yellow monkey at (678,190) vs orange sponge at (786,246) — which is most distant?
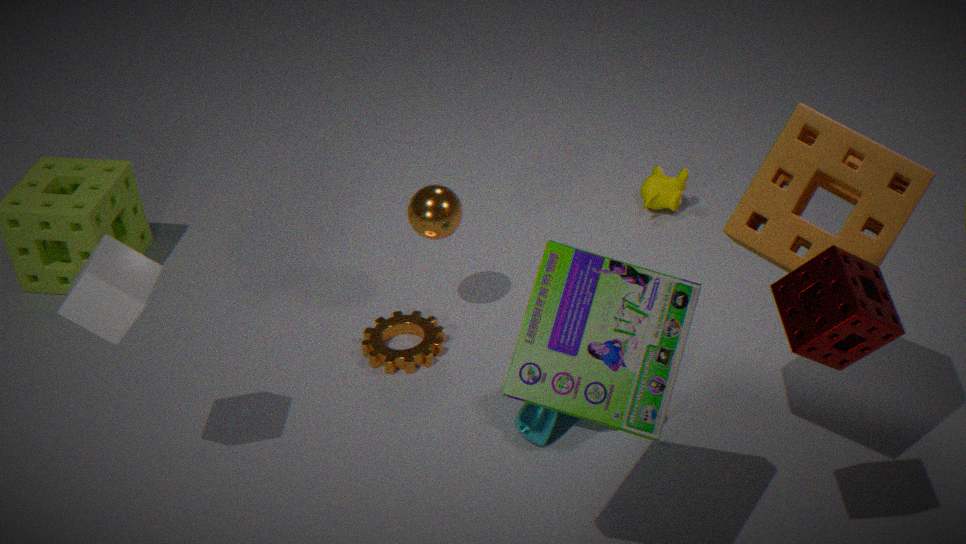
yellow monkey at (678,190)
